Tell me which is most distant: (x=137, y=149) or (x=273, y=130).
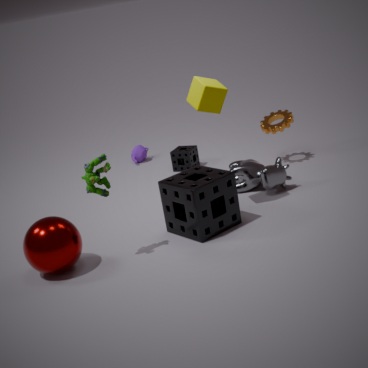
(x=137, y=149)
